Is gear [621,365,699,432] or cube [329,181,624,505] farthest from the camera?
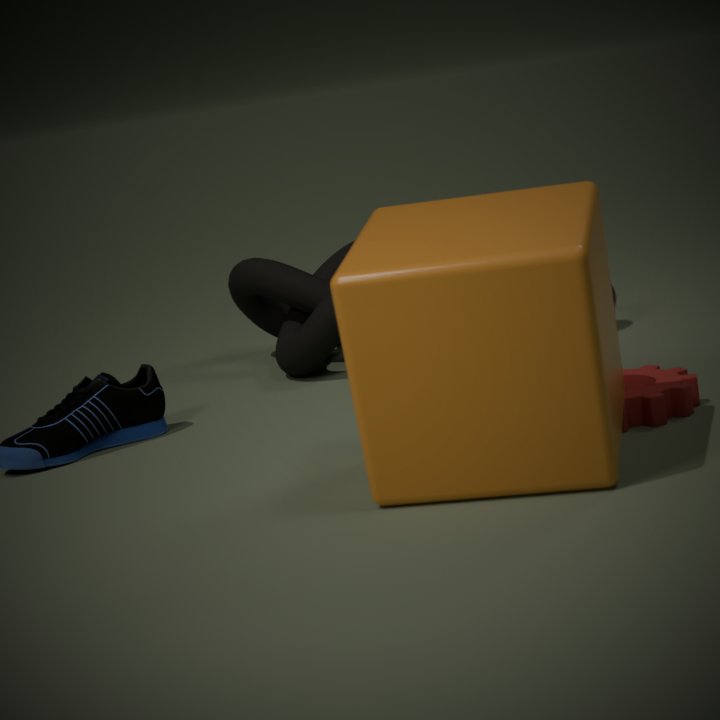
gear [621,365,699,432]
